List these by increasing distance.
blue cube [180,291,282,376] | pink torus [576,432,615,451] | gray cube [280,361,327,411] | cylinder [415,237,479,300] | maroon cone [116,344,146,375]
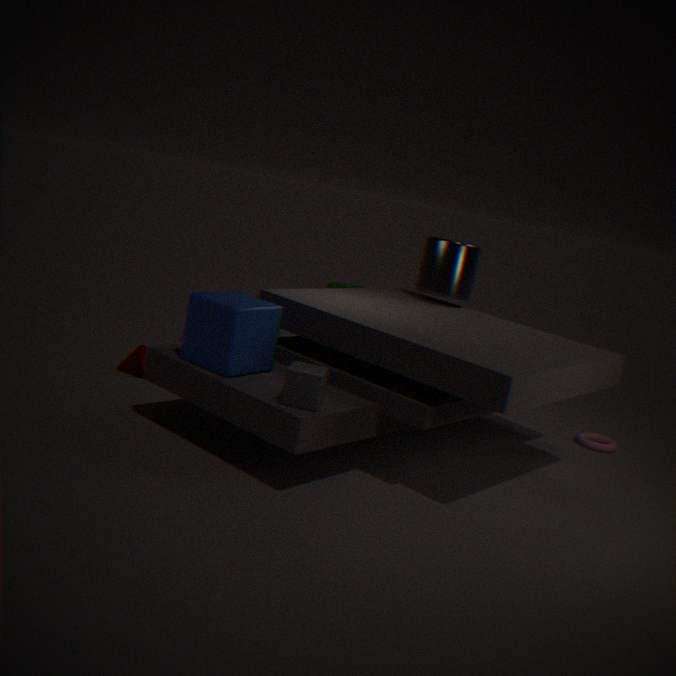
1. gray cube [280,361,327,411]
2. blue cube [180,291,282,376]
3. maroon cone [116,344,146,375]
4. cylinder [415,237,479,300]
5. pink torus [576,432,615,451]
